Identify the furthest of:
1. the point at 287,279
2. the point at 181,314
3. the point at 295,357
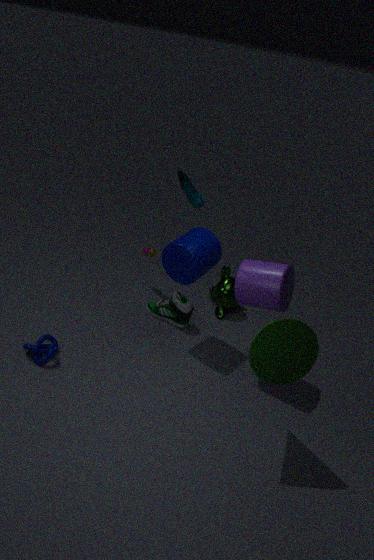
the point at 181,314
